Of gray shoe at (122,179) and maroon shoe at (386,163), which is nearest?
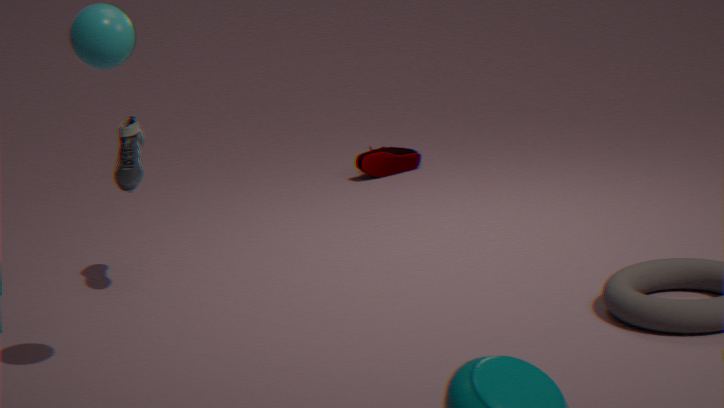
gray shoe at (122,179)
